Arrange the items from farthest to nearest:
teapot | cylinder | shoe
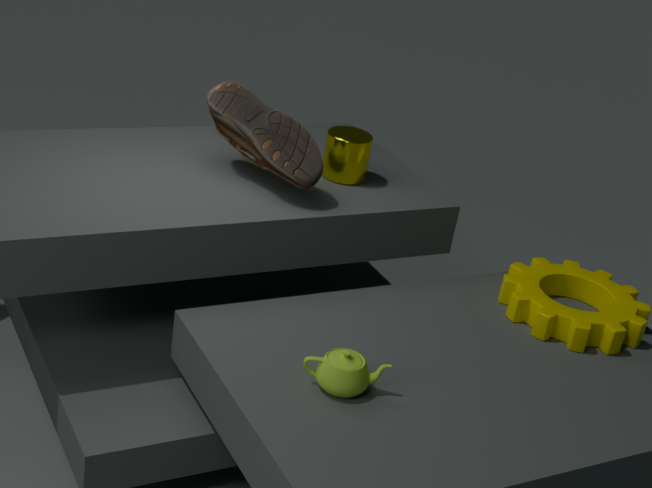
cylinder → shoe → teapot
